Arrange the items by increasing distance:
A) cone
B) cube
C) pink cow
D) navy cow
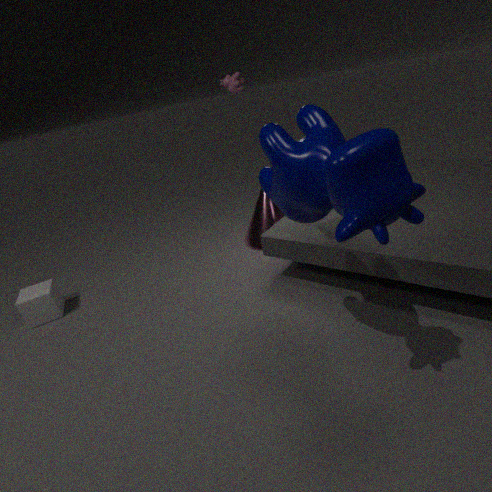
navy cow < cube < cone < pink cow
